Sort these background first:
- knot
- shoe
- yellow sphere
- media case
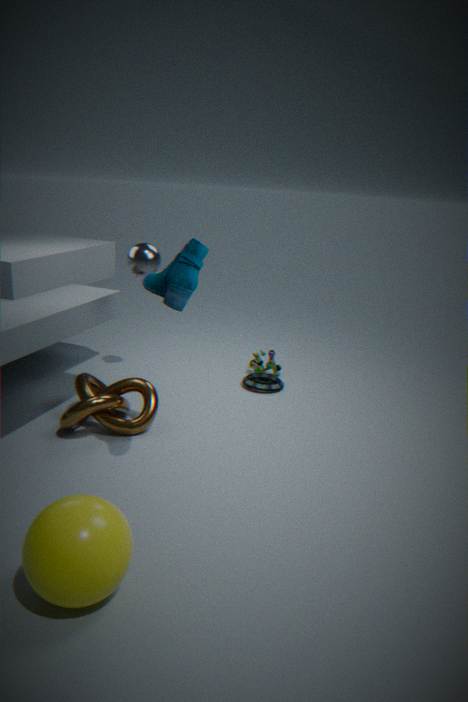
media case
knot
shoe
yellow sphere
